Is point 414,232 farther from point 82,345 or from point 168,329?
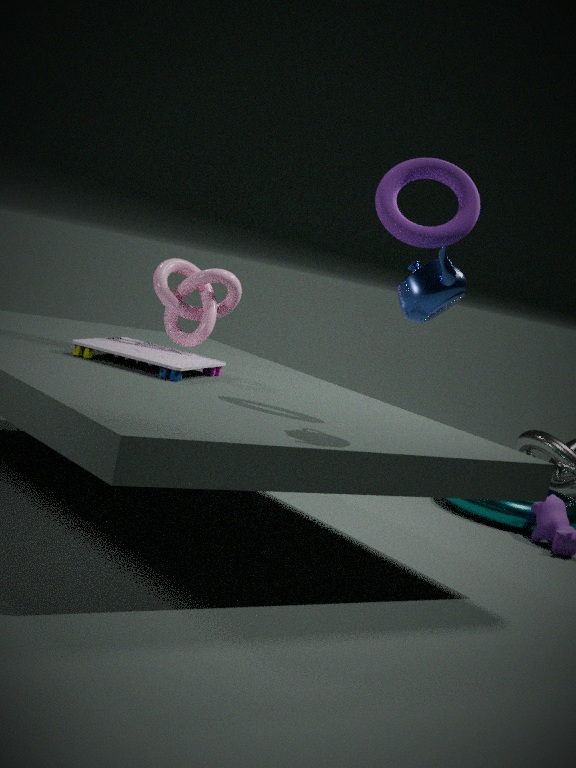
point 82,345
